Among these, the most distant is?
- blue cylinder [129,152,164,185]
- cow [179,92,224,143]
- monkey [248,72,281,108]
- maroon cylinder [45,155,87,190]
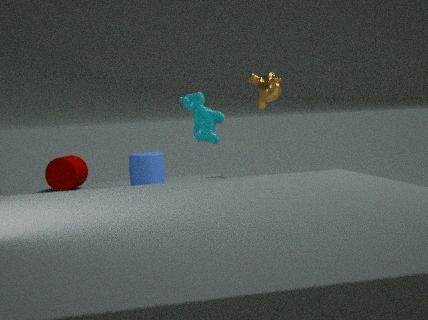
monkey [248,72,281,108]
